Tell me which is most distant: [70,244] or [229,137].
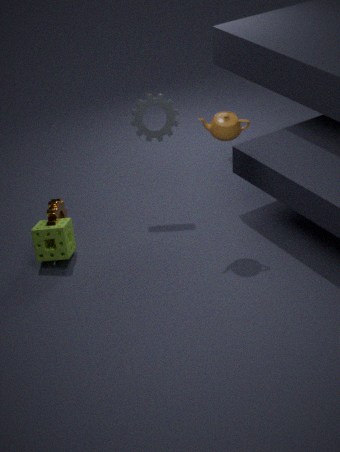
[70,244]
